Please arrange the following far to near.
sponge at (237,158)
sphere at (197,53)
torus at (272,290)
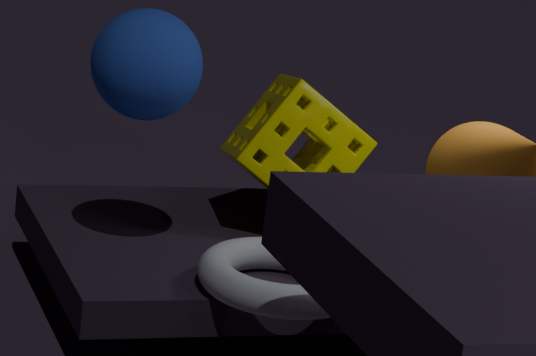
sponge at (237,158)
sphere at (197,53)
torus at (272,290)
